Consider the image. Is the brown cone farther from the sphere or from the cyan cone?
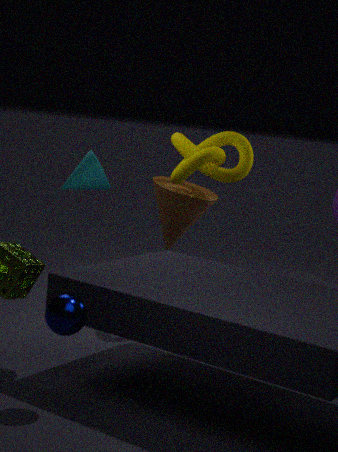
the sphere
